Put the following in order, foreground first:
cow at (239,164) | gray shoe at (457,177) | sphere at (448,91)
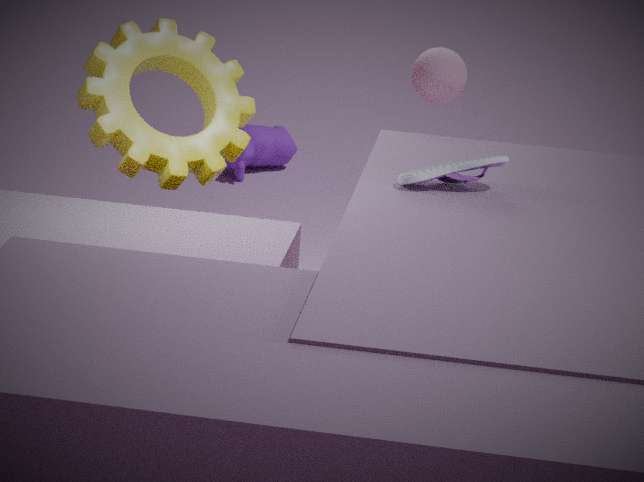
1. gray shoe at (457,177)
2. sphere at (448,91)
3. cow at (239,164)
